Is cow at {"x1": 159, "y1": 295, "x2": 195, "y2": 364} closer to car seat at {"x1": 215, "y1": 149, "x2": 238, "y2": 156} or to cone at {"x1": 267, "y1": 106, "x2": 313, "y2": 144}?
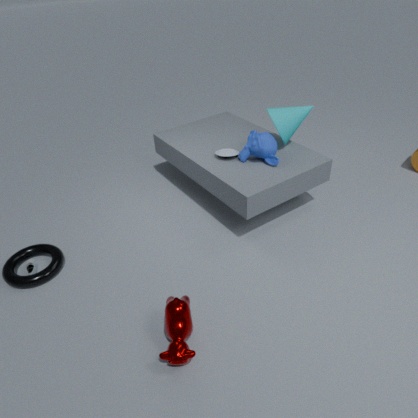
car seat at {"x1": 215, "y1": 149, "x2": 238, "y2": 156}
